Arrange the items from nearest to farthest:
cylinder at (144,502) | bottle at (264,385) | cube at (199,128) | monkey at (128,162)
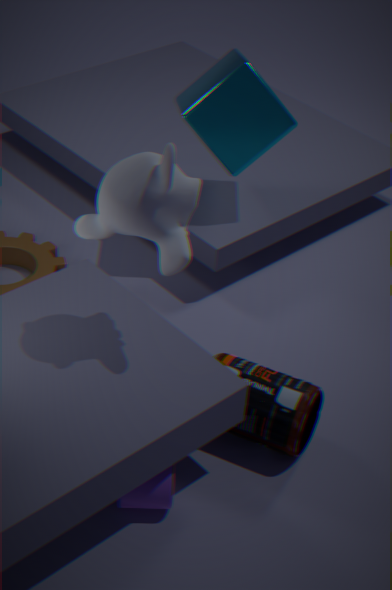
monkey at (128,162) < cylinder at (144,502) < bottle at (264,385) < cube at (199,128)
